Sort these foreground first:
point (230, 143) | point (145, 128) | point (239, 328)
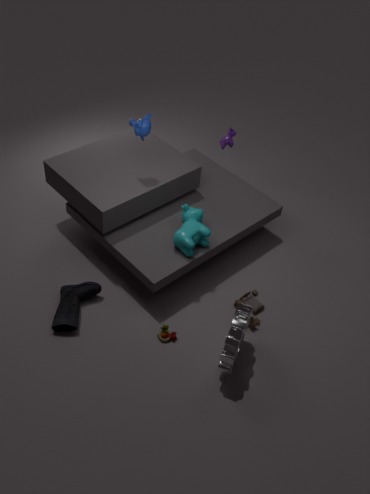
point (239, 328) < point (145, 128) < point (230, 143)
